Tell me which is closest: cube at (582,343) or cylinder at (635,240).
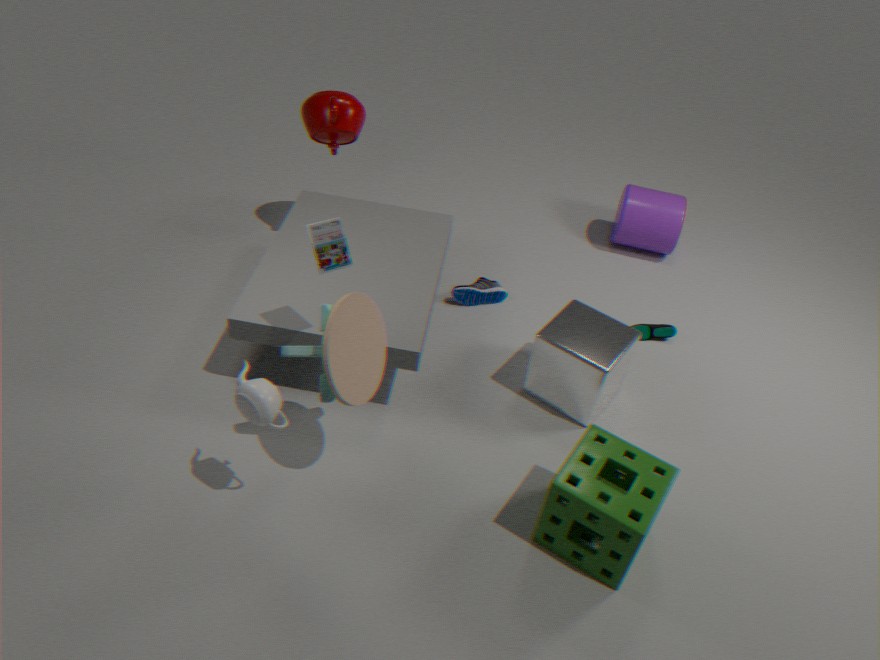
cube at (582,343)
